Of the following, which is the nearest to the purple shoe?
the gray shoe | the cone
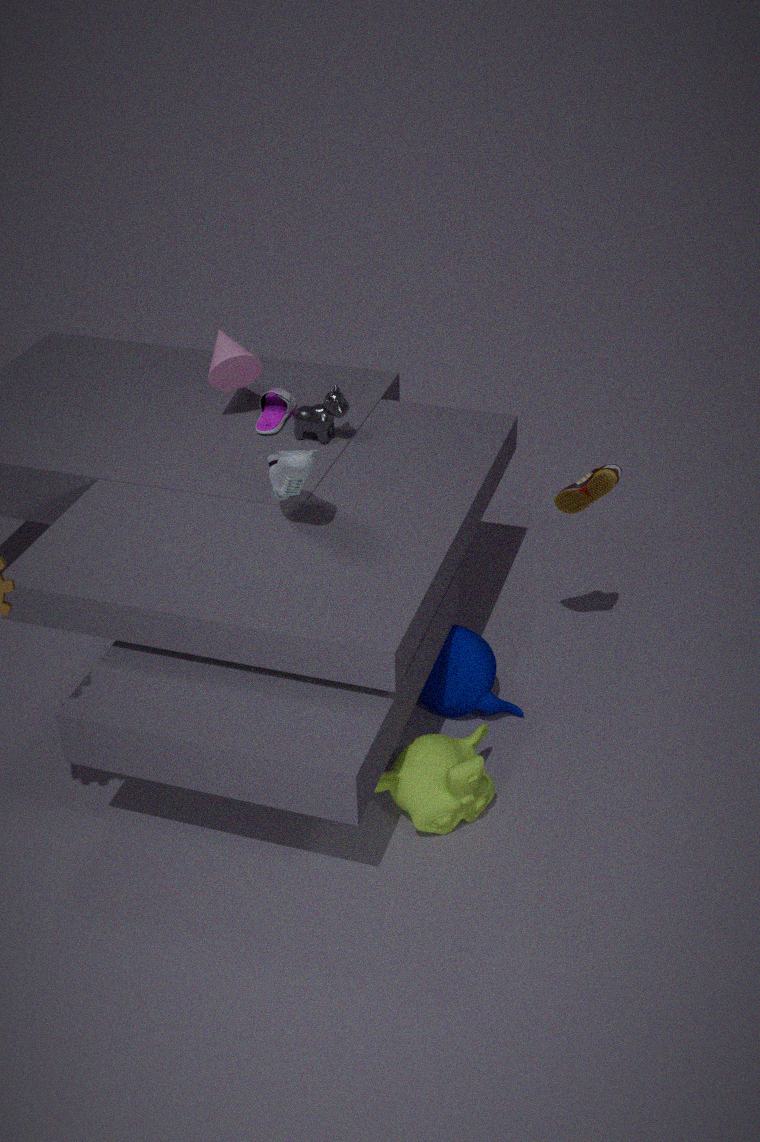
the cone
